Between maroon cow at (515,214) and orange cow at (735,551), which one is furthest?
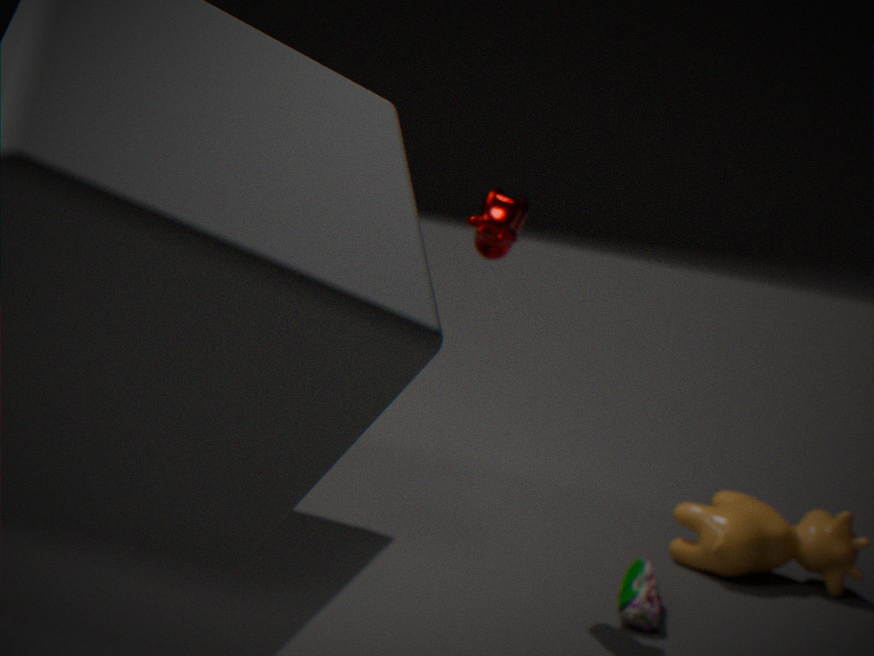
orange cow at (735,551)
